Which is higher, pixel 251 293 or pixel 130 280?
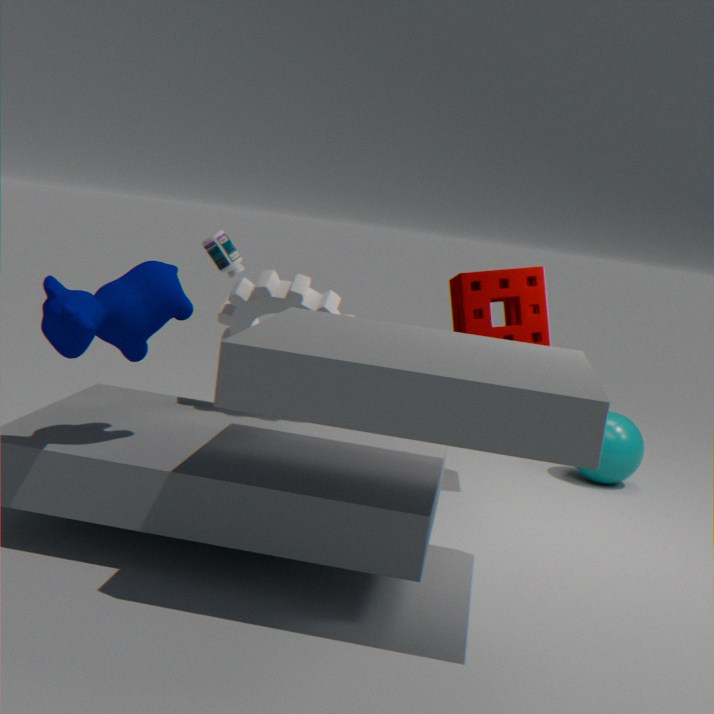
pixel 130 280
